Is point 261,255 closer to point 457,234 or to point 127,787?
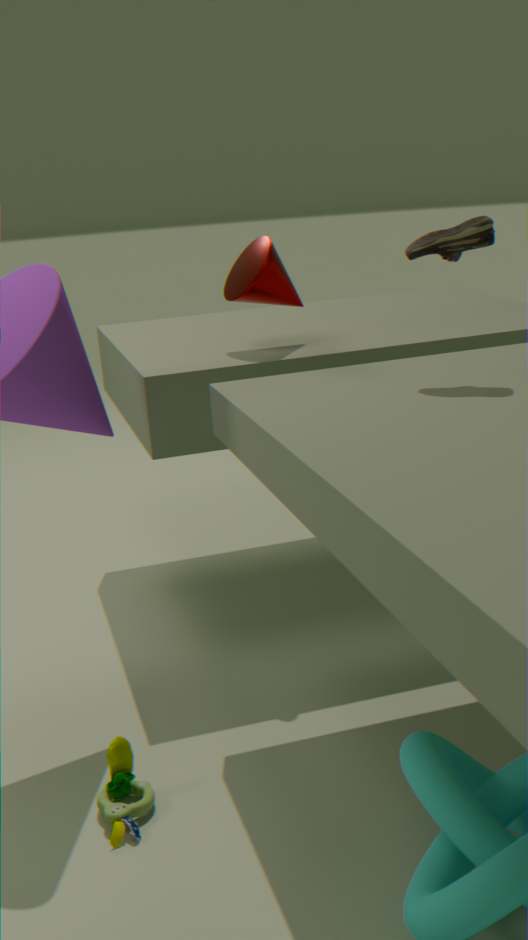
point 457,234
